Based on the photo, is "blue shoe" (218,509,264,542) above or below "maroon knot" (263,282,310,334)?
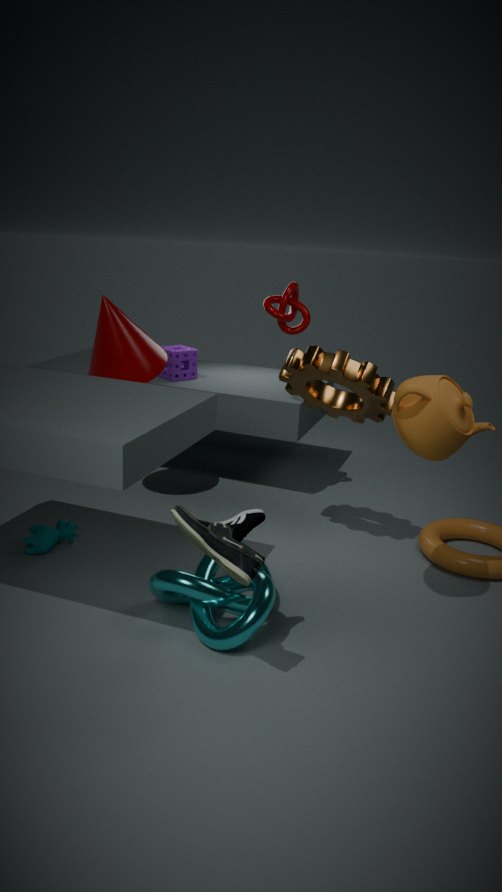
below
